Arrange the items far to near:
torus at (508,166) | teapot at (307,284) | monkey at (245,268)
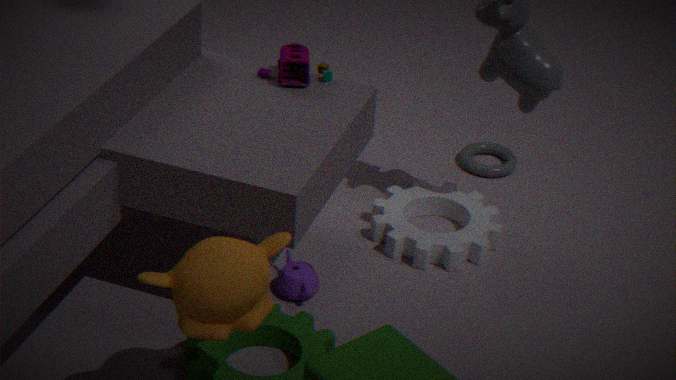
torus at (508,166) < teapot at (307,284) < monkey at (245,268)
